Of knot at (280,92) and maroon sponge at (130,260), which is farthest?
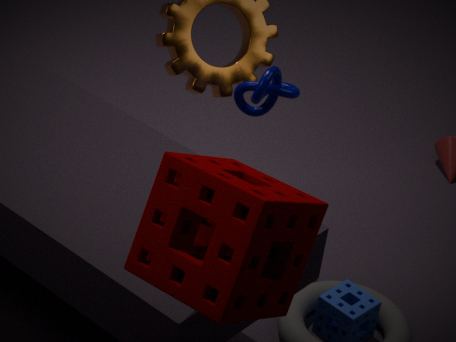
knot at (280,92)
